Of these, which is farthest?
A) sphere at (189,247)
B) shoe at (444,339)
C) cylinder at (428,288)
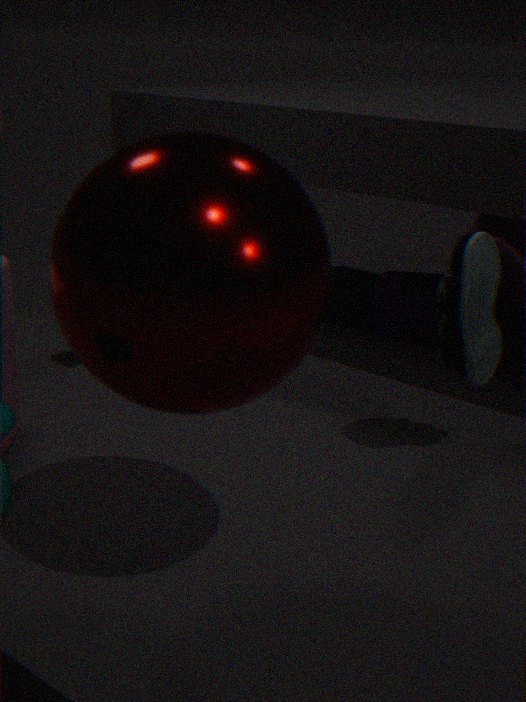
cylinder at (428,288)
